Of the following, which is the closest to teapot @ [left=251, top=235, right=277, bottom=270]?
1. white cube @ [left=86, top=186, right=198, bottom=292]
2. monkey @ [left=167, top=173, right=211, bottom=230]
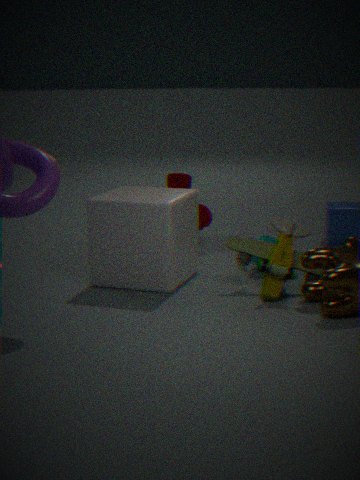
white cube @ [left=86, top=186, right=198, bottom=292]
